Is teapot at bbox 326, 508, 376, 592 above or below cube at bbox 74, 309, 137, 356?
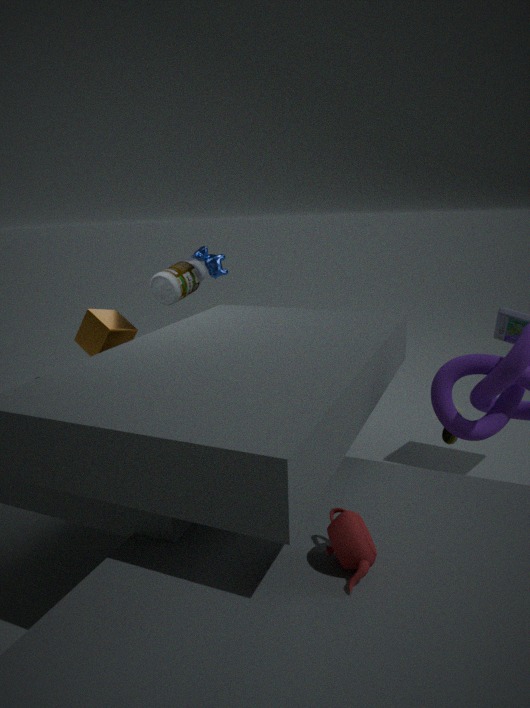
below
